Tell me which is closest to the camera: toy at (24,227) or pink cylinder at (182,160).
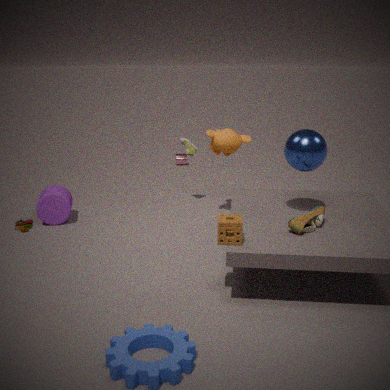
toy at (24,227)
